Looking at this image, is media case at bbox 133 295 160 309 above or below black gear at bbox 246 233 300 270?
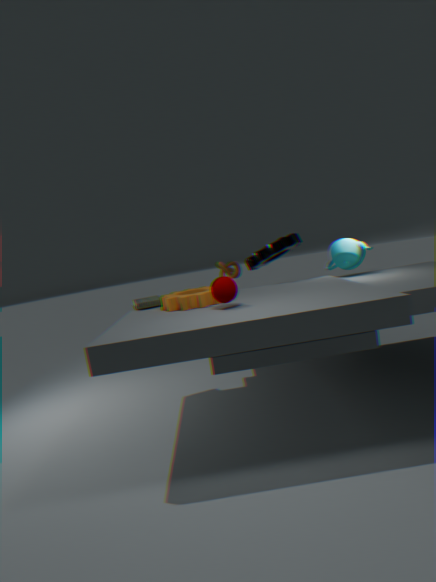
below
